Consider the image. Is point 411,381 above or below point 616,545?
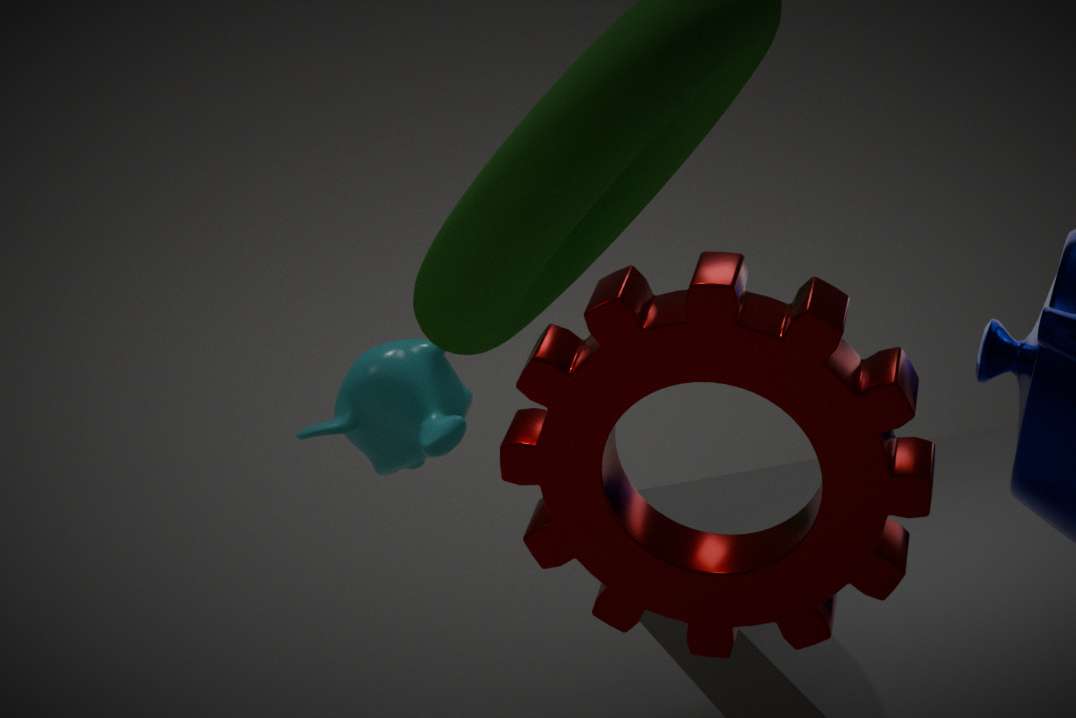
below
